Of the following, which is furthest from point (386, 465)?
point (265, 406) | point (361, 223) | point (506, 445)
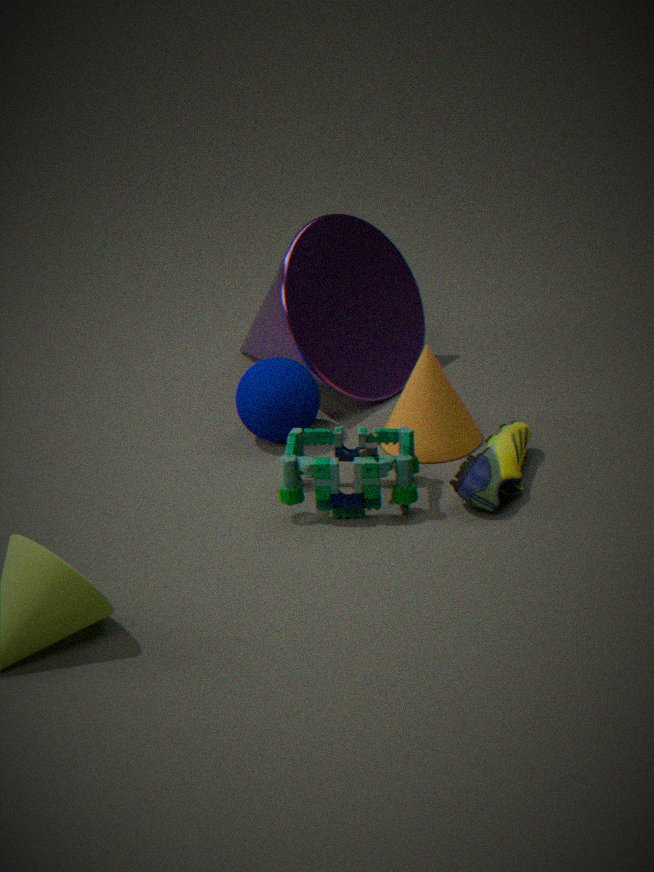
point (361, 223)
